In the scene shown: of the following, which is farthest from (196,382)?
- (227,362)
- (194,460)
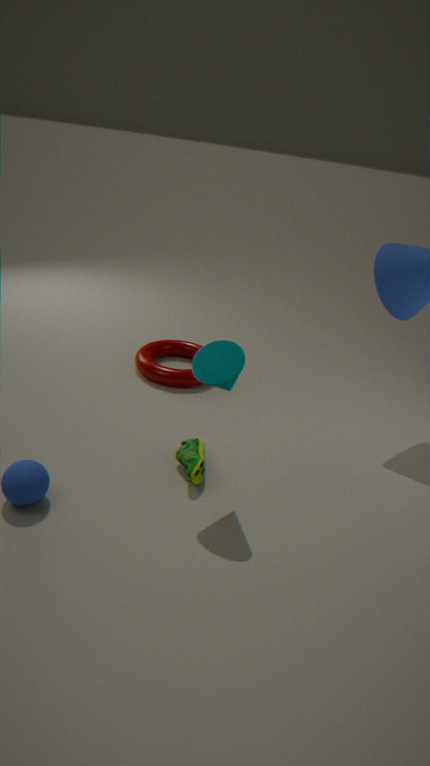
(227,362)
